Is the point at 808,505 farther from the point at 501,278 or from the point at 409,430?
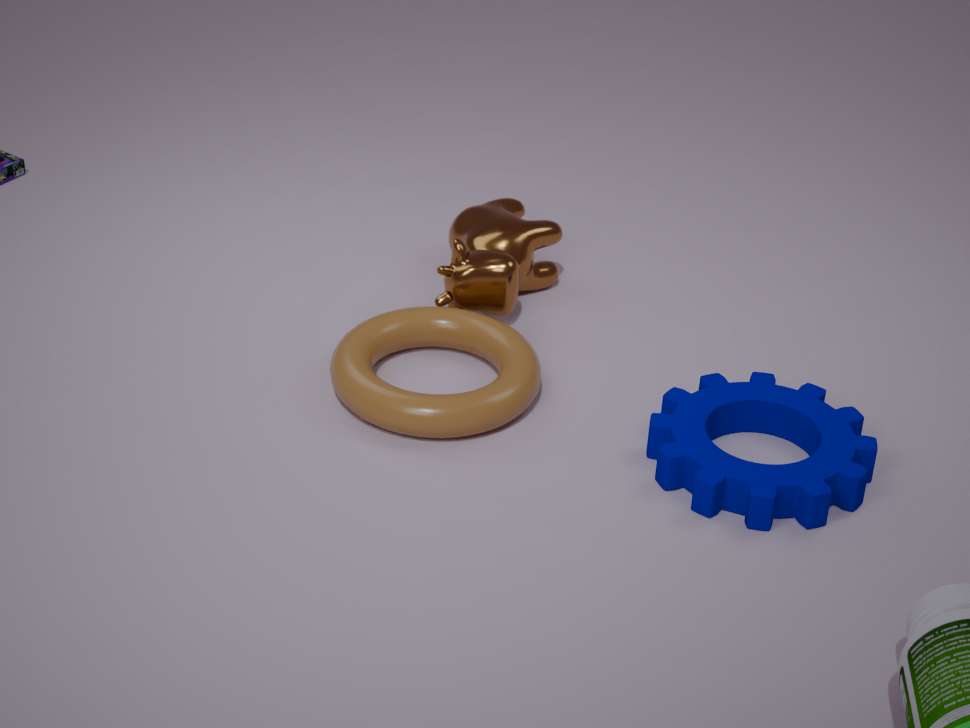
the point at 501,278
